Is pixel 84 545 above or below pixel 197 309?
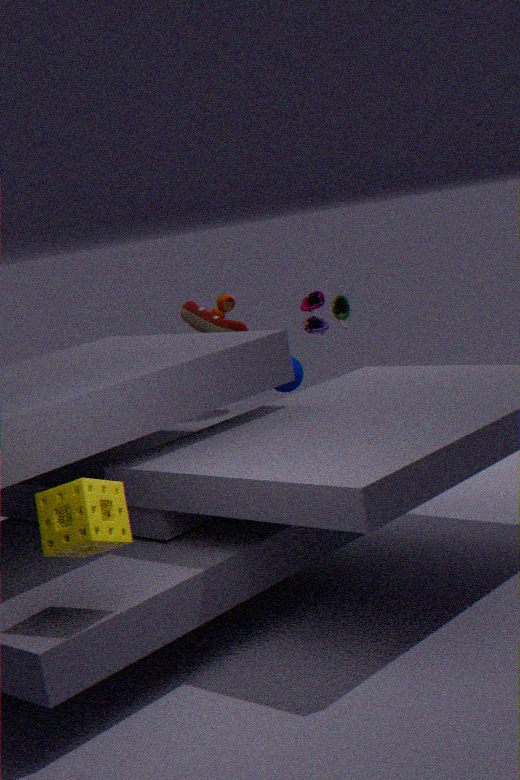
below
